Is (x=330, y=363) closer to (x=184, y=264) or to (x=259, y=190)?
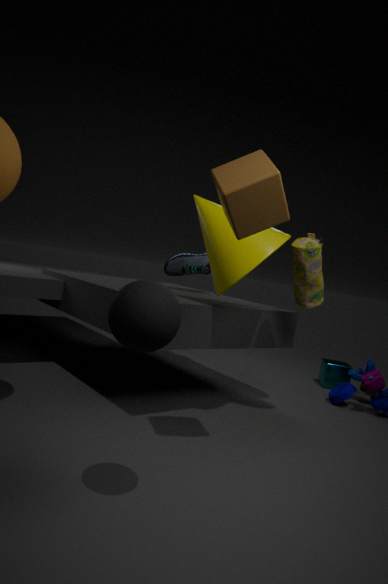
(x=184, y=264)
